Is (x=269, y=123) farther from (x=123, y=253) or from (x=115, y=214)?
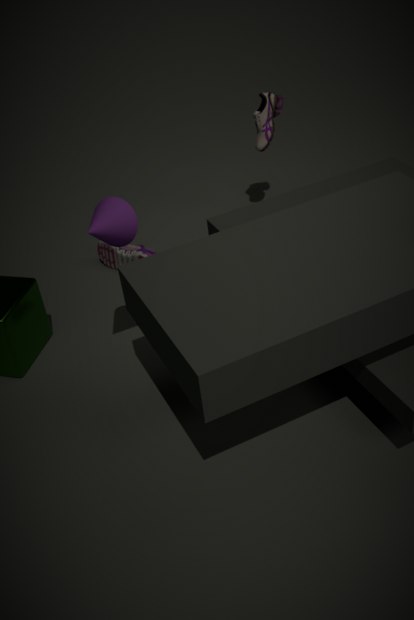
(x=115, y=214)
